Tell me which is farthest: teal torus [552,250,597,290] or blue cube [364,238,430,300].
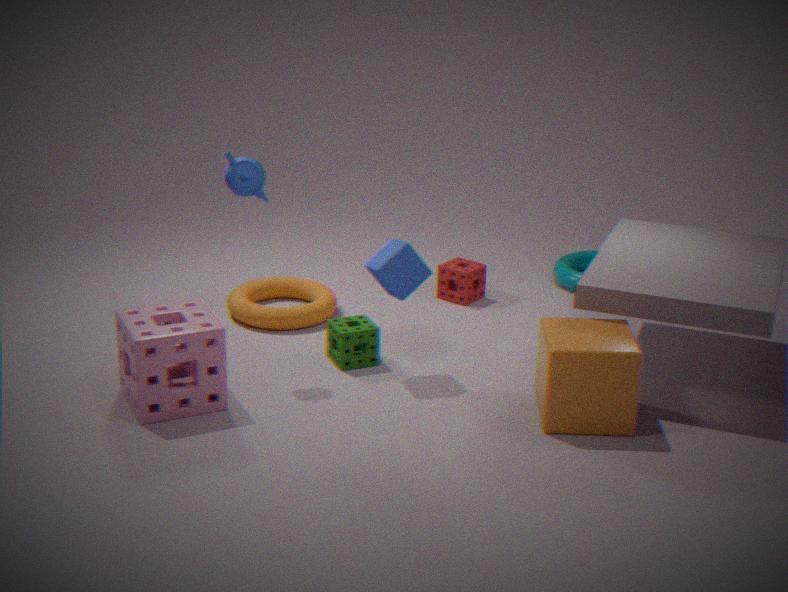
teal torus [552,250,597,290]
